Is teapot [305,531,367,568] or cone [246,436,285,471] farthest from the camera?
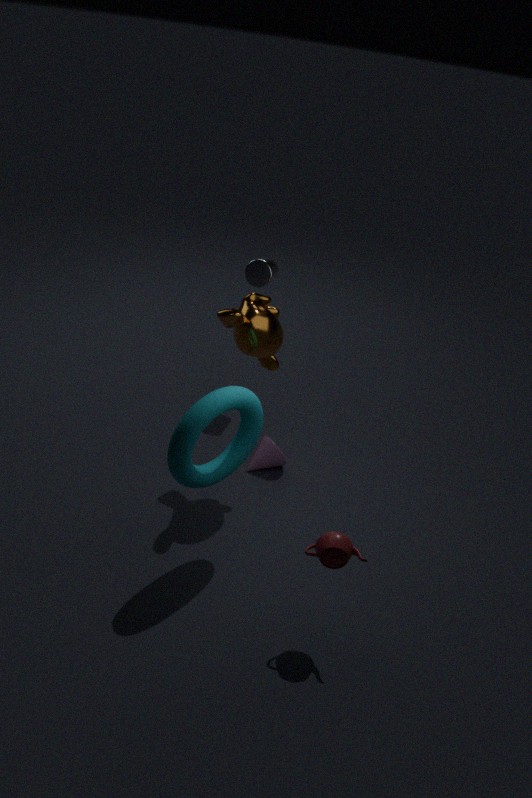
cone [246,436,285,471]
